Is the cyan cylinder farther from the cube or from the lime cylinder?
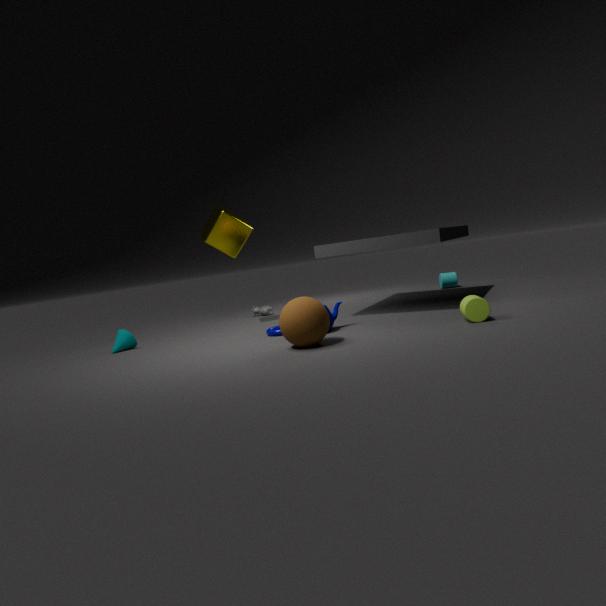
the cube
